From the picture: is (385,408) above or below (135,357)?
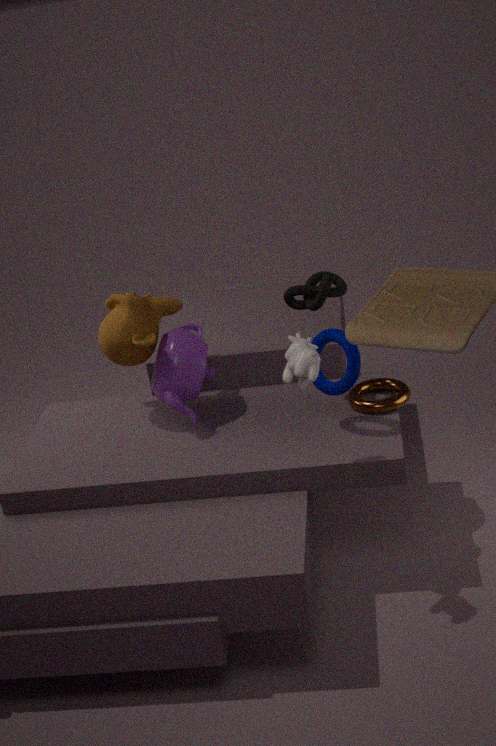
below
